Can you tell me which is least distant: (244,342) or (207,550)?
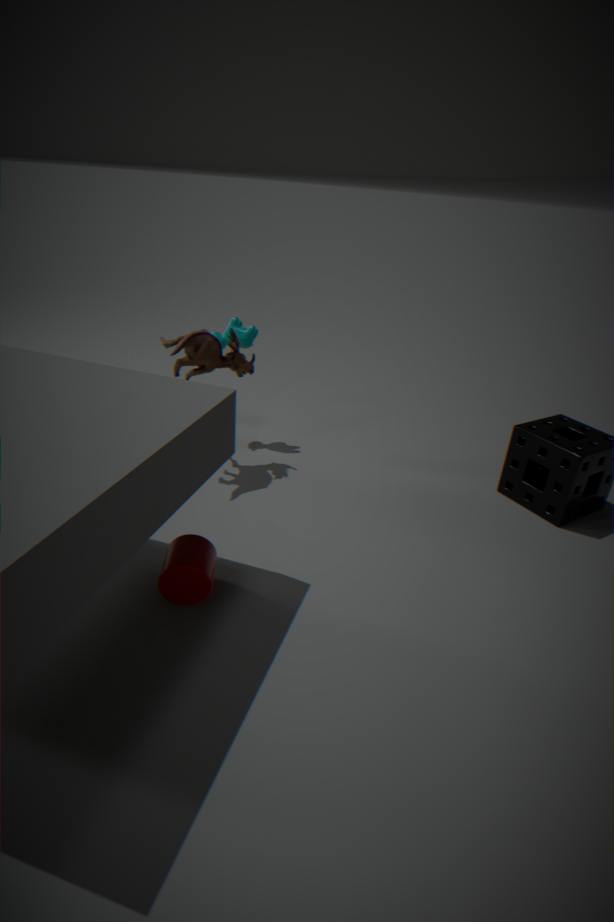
(207,550)
